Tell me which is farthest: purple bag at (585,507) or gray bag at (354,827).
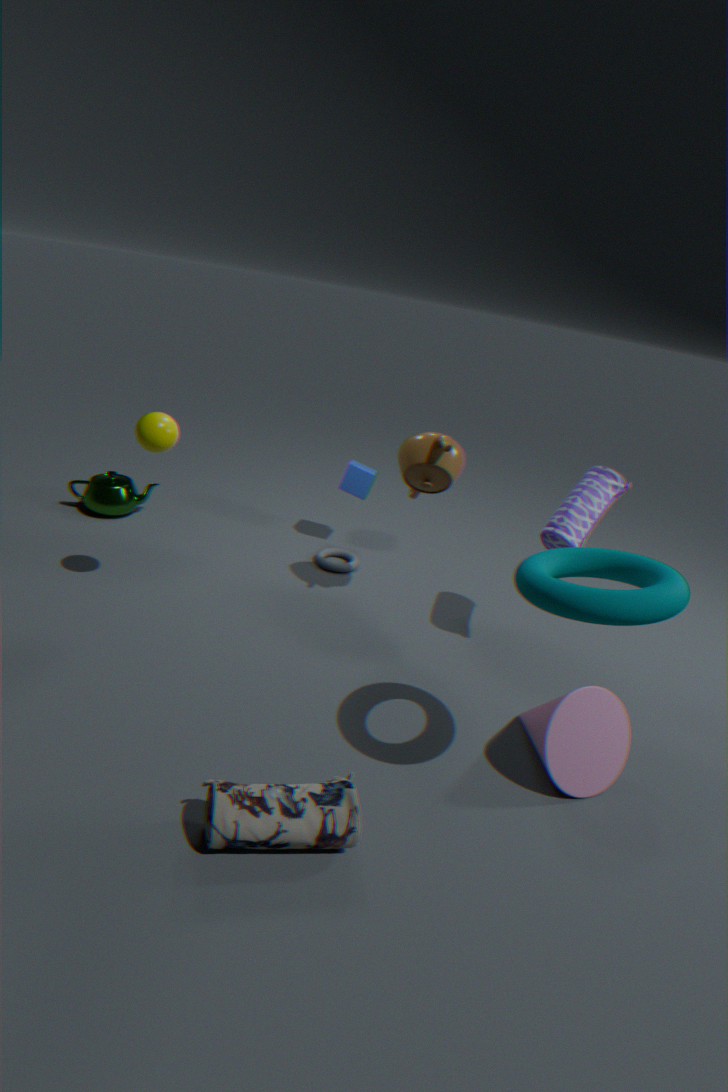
purple bag at (585,507)
